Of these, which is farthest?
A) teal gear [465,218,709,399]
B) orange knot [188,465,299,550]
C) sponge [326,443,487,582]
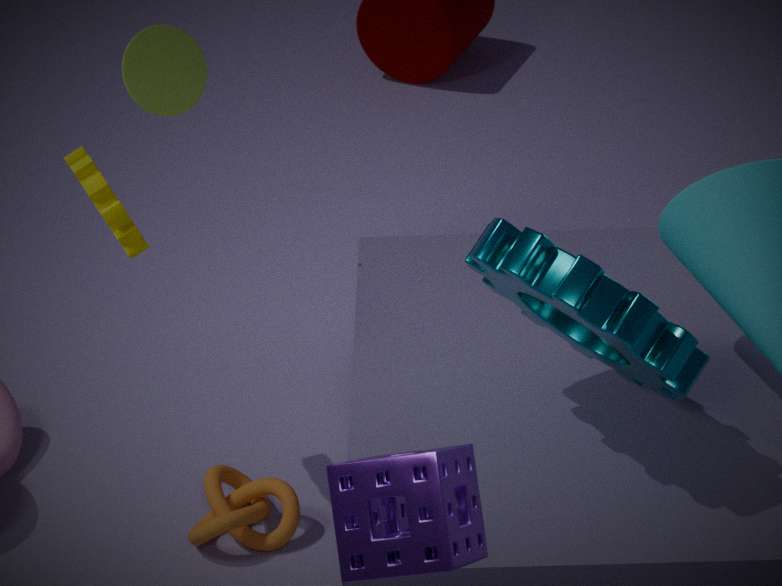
orange knot [188,465,299,550]
